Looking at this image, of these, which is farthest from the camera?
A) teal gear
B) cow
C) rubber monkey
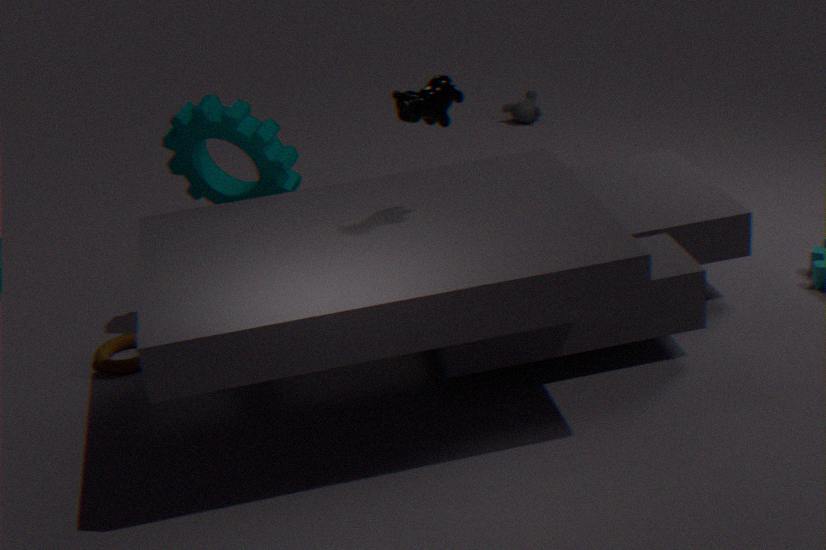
rubber monkey
